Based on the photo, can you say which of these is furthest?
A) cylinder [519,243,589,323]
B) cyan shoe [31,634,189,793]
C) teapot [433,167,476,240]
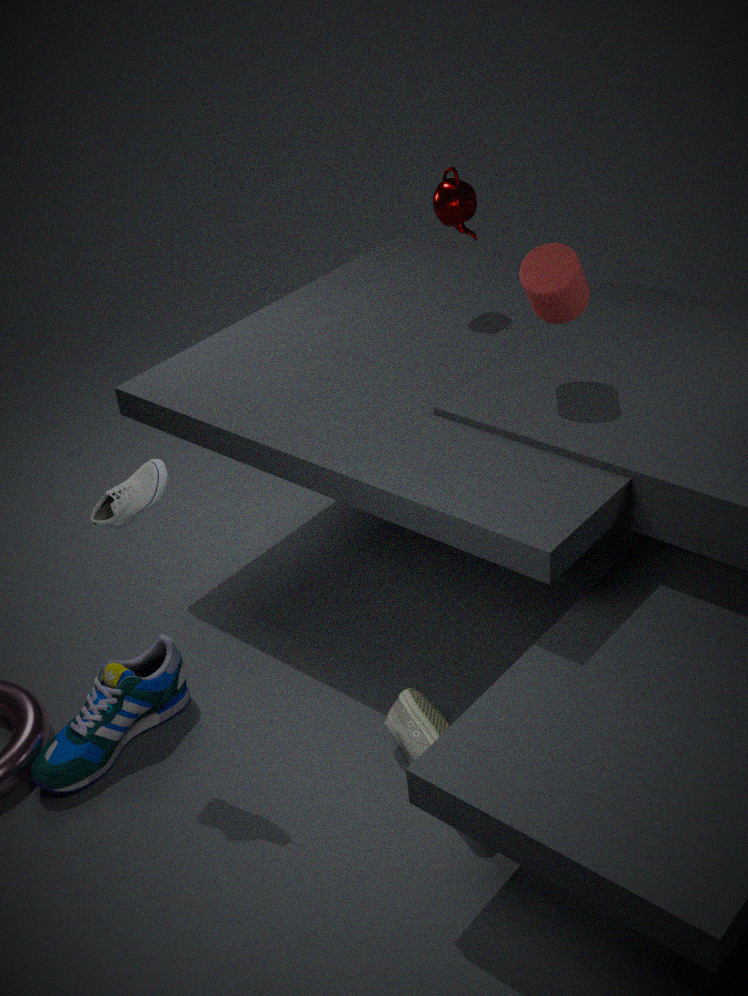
teapot [433,167,476,240]
